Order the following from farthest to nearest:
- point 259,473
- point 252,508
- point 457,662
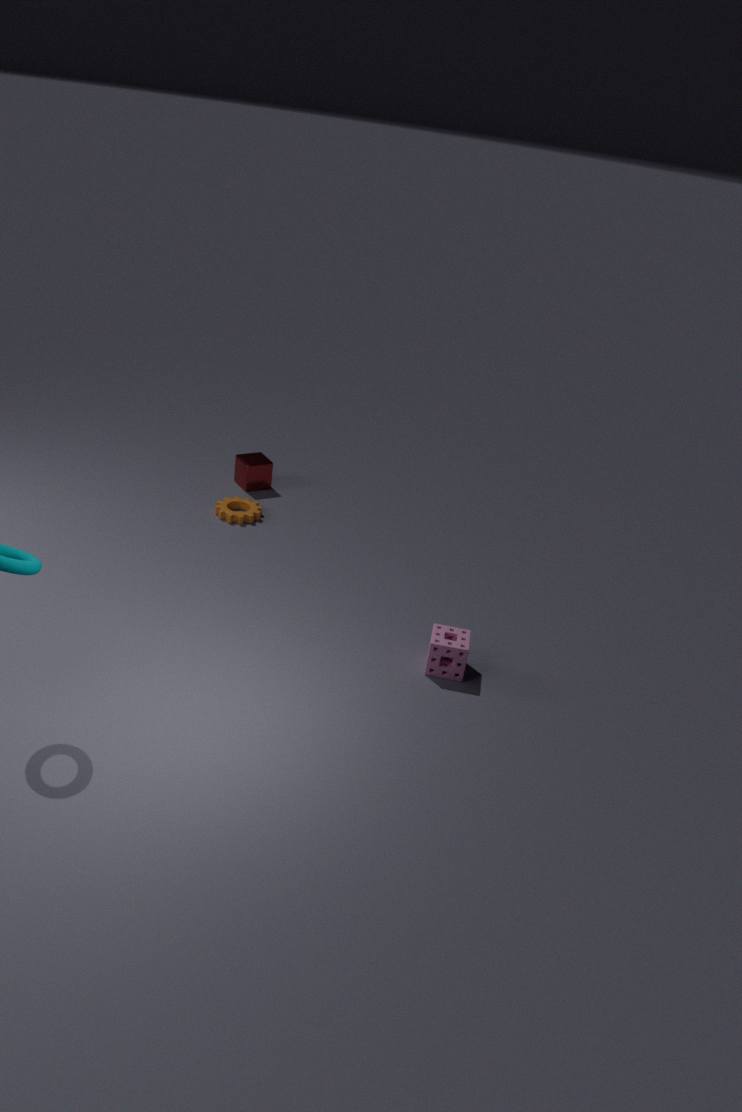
point 259,473 → point 252,508 → point 457,662
